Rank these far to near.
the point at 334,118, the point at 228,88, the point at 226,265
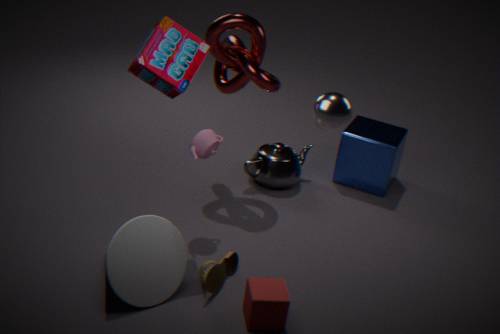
the point at 228,88 < the point at 226,265 < the point at 334,118
